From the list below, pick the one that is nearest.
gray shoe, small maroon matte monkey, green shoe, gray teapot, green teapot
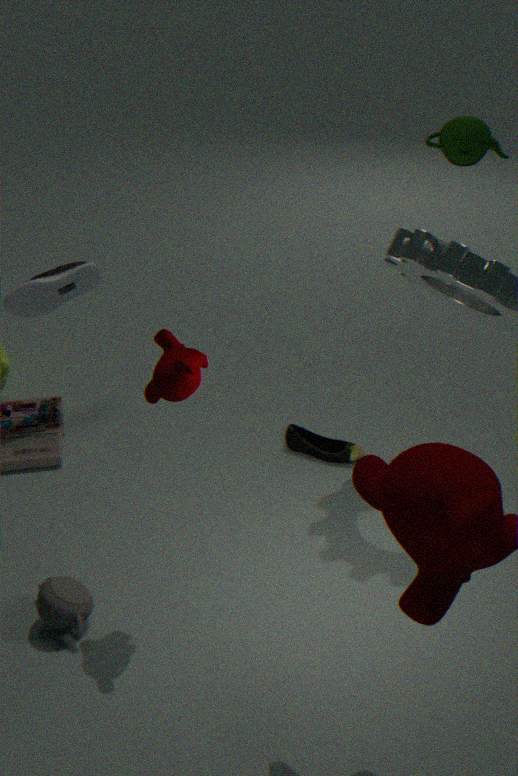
small maroon matte monkey
